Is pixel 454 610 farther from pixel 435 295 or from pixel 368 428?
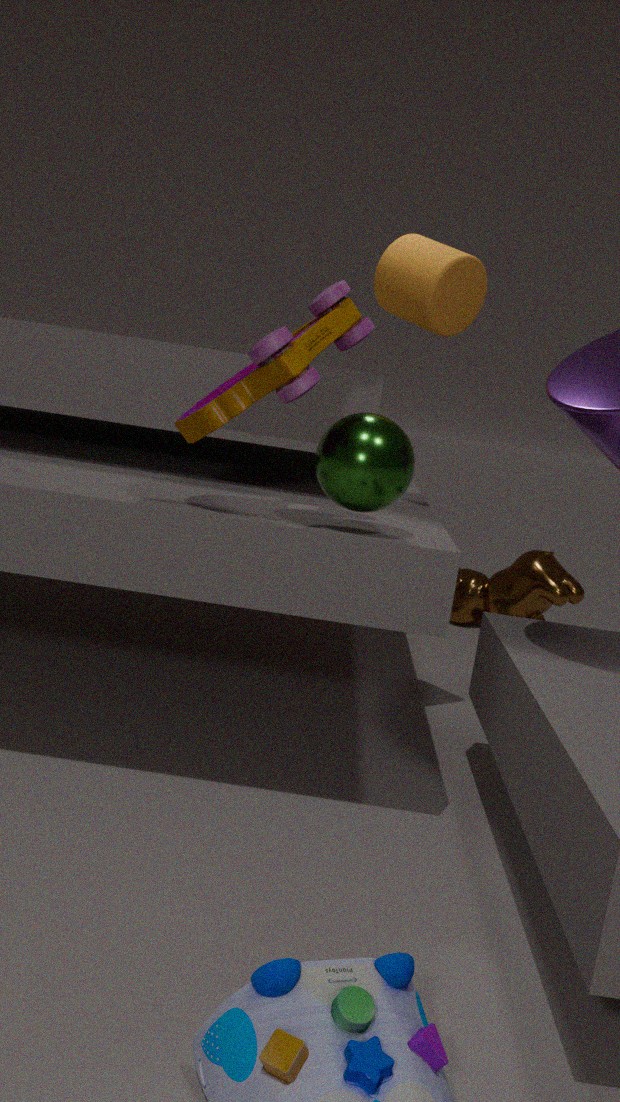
pixel 368 428
